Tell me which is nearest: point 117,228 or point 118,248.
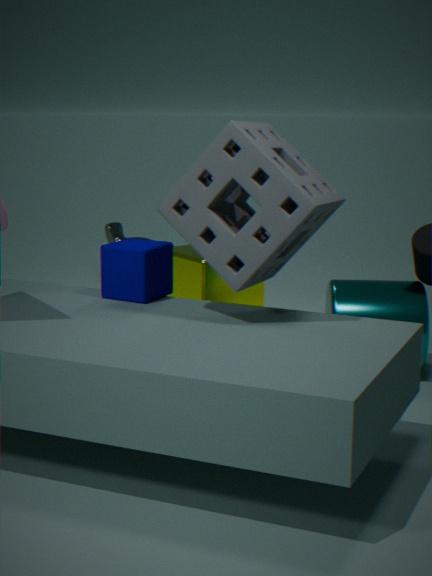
point 118,248
